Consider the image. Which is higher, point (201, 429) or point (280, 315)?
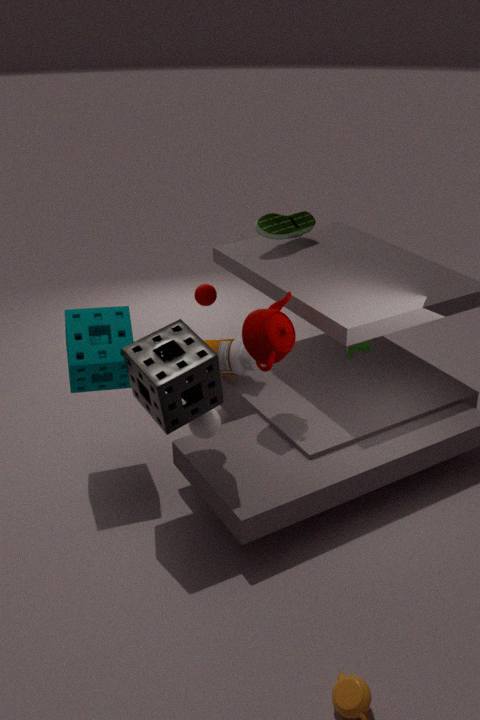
point (280, 315)
